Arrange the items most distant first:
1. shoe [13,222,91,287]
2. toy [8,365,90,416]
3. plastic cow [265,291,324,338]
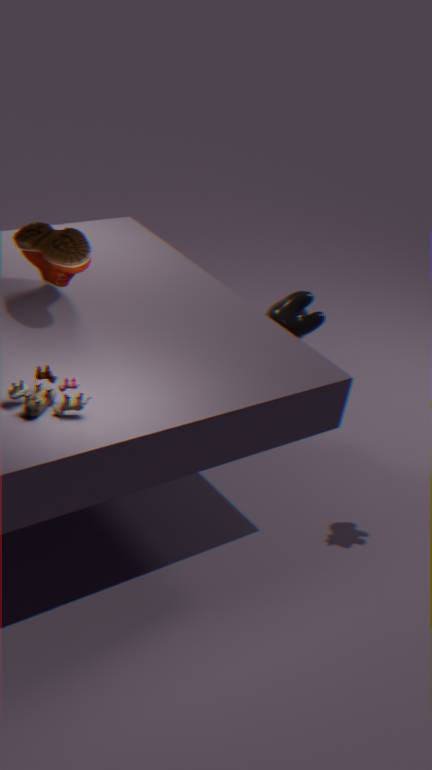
plastic cow [265,291,324,338] < shoe [13,222,91,287] < toy [8,365,90,416]
